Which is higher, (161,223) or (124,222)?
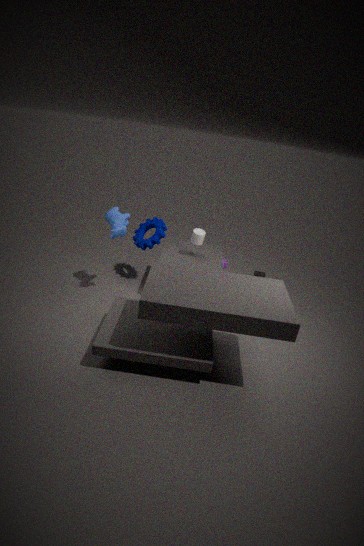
(124,222)
